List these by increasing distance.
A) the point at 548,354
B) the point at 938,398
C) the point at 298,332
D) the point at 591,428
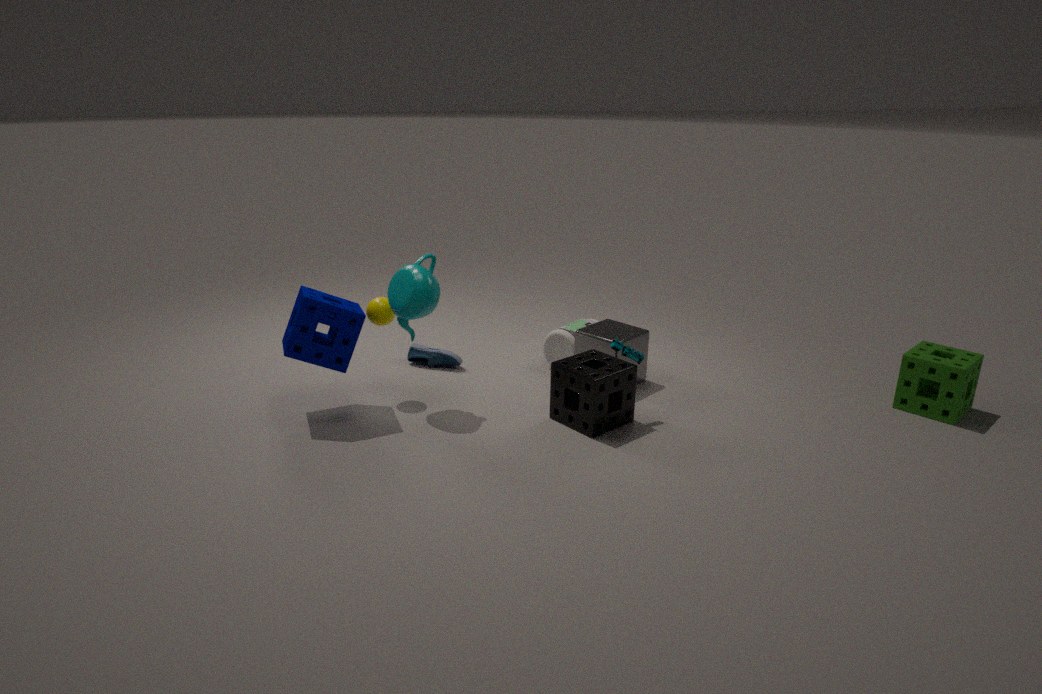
1. the point at 298,332
2. the point at 591,428
3. the point at 938,398
4. the point at 548,354
